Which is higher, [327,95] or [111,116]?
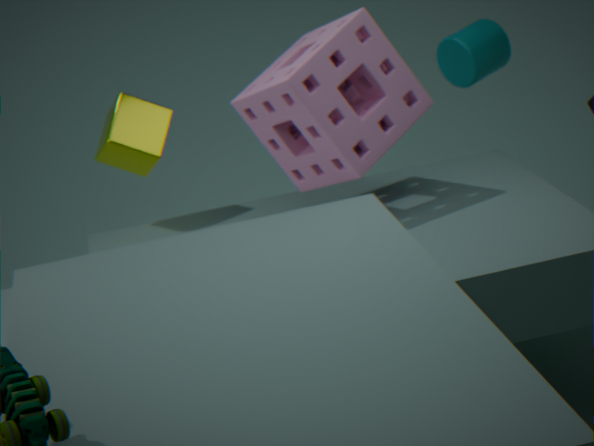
[327,95]
